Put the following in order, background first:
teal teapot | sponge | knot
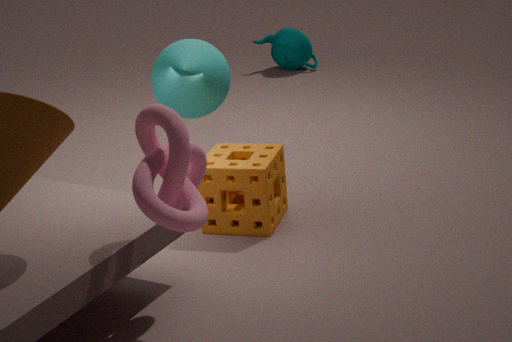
teal teapot < sponge < knot
